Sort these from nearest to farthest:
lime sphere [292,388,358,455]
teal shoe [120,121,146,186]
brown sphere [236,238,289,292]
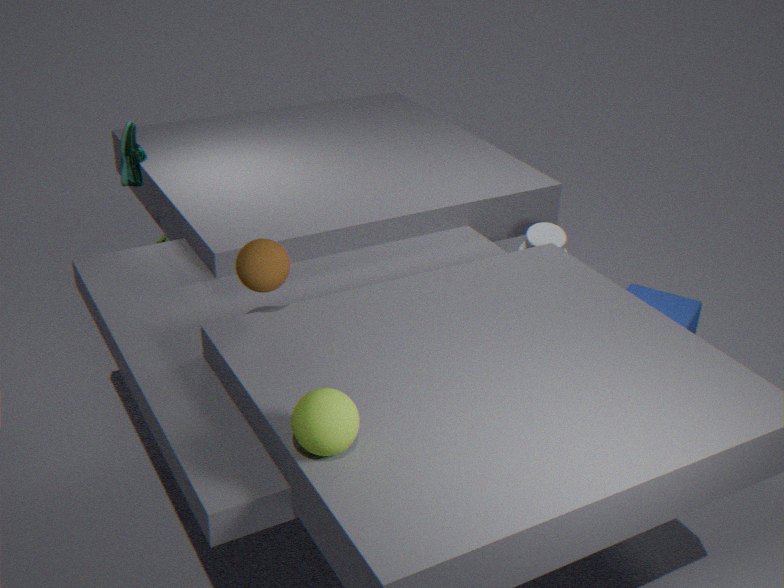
1. lime sphere [292,388,358,455]
2. brown sphere [236,238,289,292]
3. teal shoe [120,121,146,186]
